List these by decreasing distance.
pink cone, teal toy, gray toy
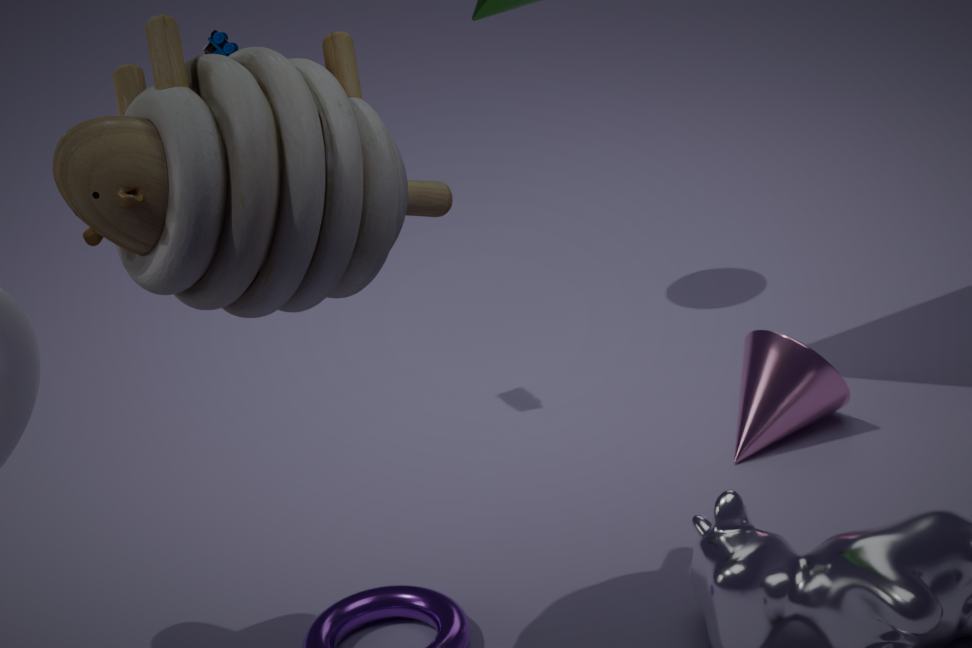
pink cone → teal toy → gray toy
